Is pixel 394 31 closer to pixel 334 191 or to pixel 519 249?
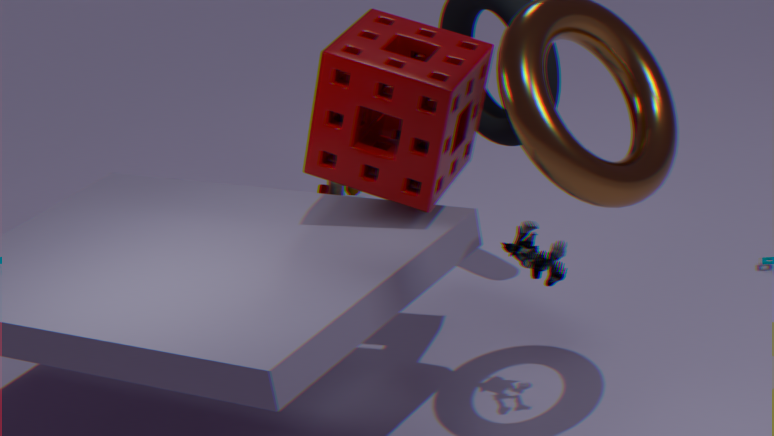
pixel 519 249
